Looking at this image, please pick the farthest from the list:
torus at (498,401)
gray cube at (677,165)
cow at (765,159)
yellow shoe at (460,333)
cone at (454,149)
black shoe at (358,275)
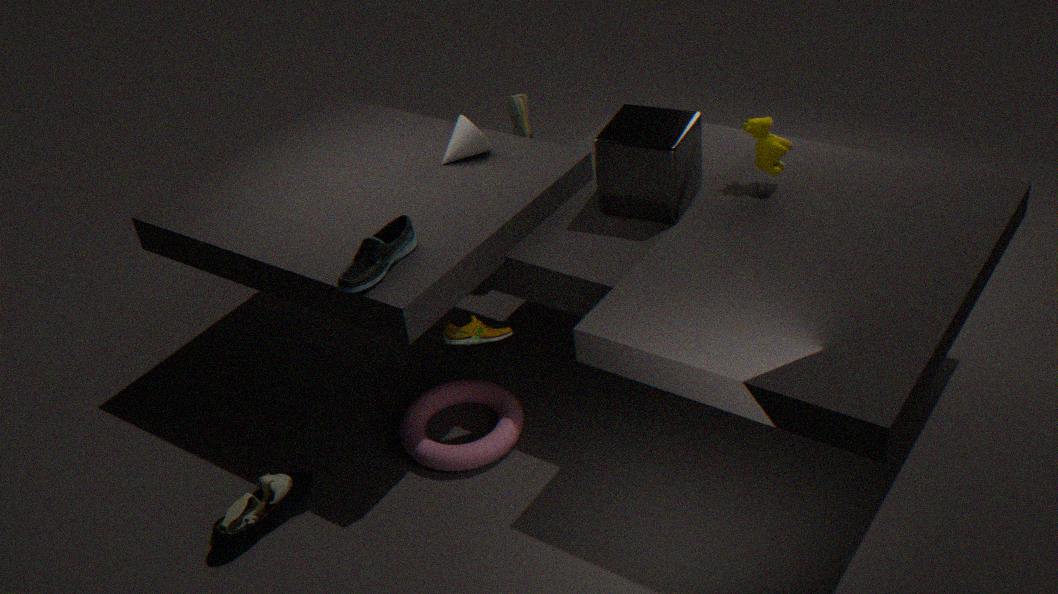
cone at (454,149)
